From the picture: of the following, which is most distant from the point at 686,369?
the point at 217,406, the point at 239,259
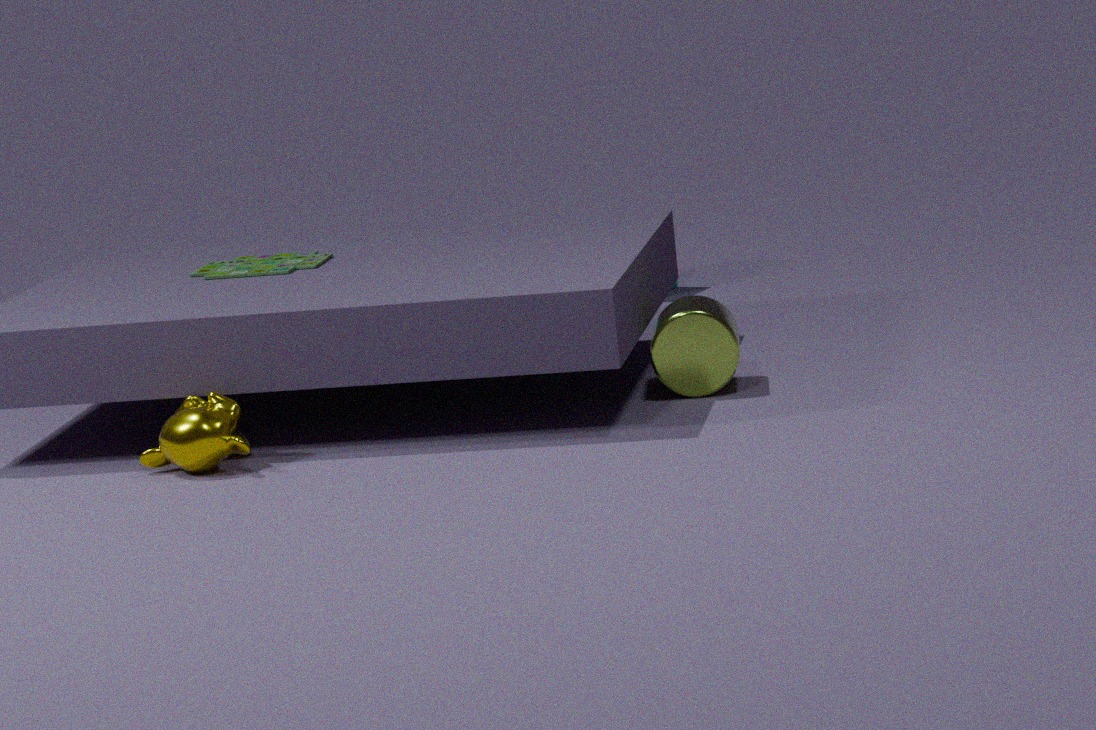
the point at 217,406
